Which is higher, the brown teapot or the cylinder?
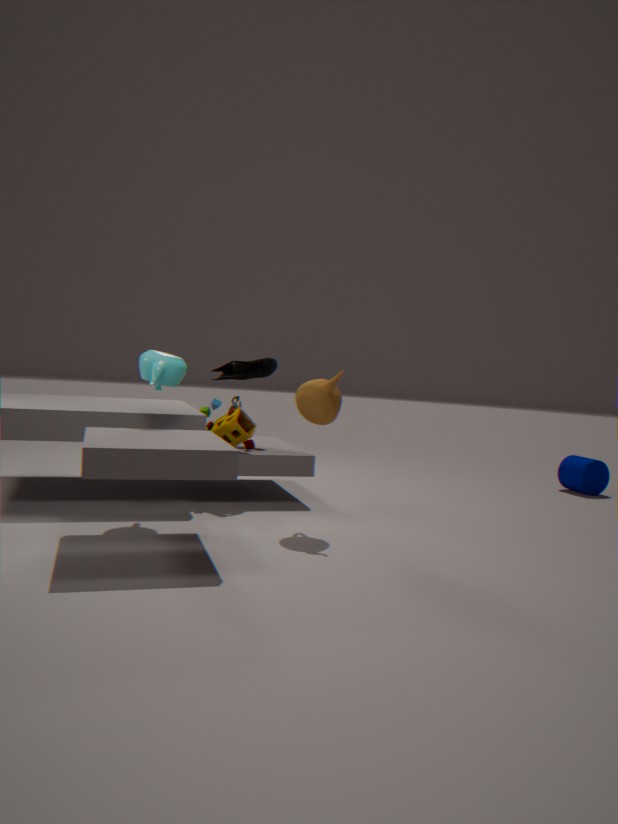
the brown teapot
